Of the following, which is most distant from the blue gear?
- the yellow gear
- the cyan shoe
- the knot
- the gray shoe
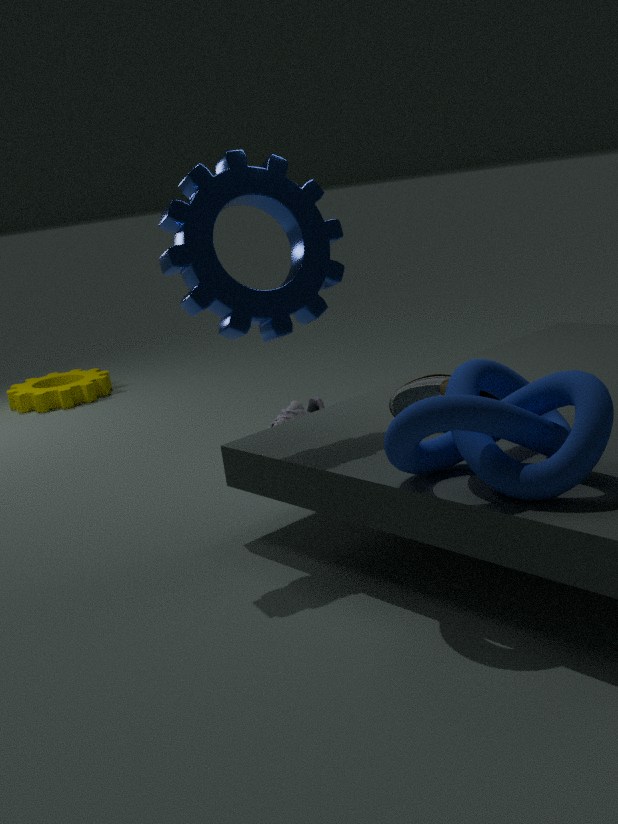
the yellow gear
